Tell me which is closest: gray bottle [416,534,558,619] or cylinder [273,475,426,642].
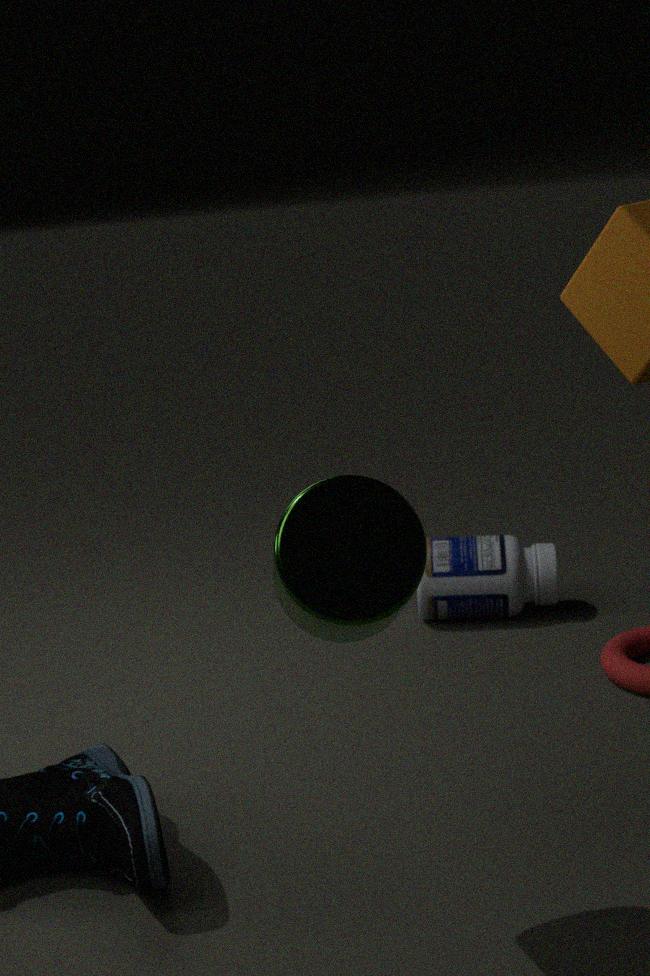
cylinder [273,475,426,642]
